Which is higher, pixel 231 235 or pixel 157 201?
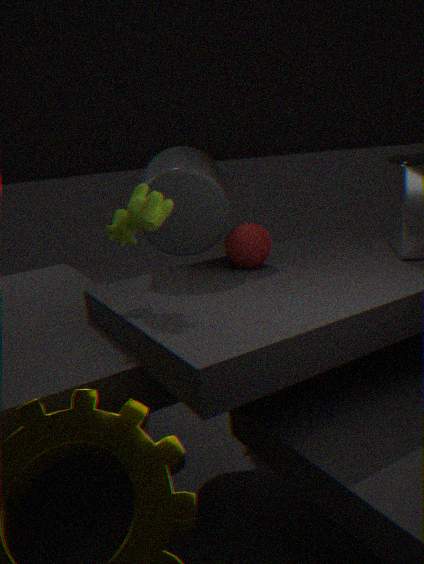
pixel 157 201
